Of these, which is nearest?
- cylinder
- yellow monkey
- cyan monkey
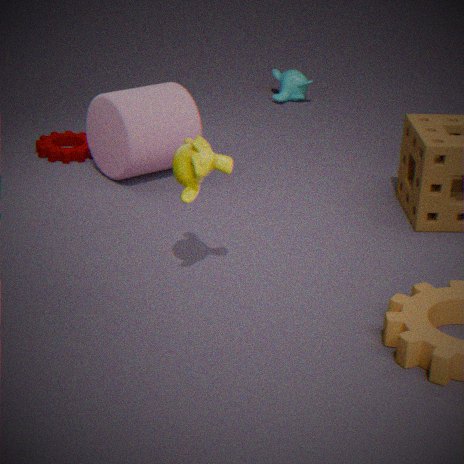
yellow monkey
